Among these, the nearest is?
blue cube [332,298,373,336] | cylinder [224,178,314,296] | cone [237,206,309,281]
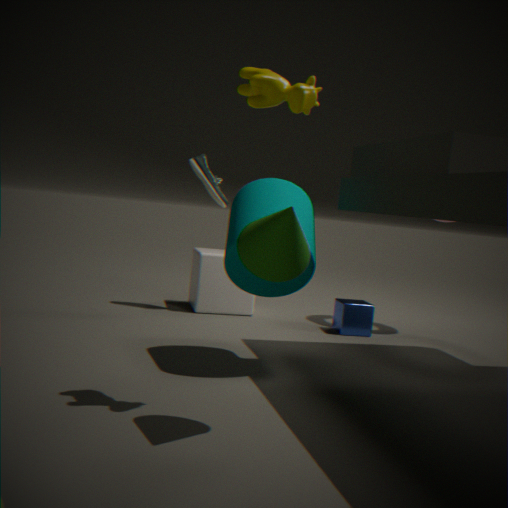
cone [237,206,309,281]
